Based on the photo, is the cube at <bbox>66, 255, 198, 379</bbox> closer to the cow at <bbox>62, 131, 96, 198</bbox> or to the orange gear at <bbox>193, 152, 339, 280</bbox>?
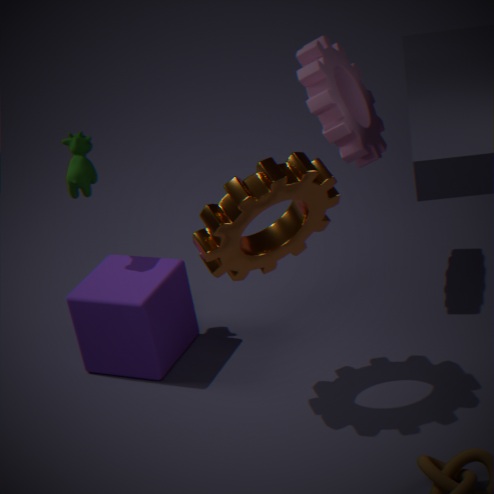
the cow at <bbox>62, 131, 96, 198</bbox>
